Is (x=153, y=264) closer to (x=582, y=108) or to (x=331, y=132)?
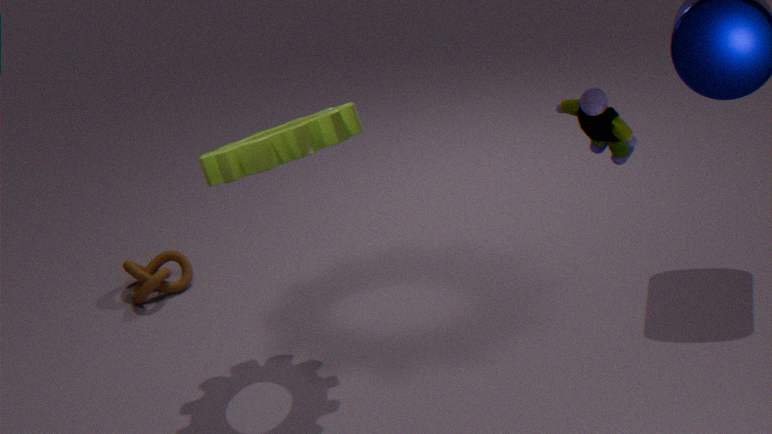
(x=331, y=132)
